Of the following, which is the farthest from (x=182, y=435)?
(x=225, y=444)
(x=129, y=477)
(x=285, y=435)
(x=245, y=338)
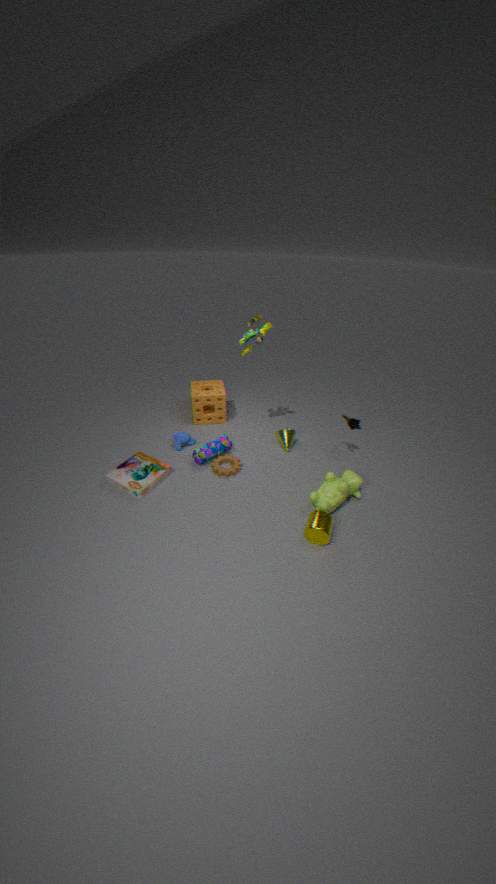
(x=245, y=338)
